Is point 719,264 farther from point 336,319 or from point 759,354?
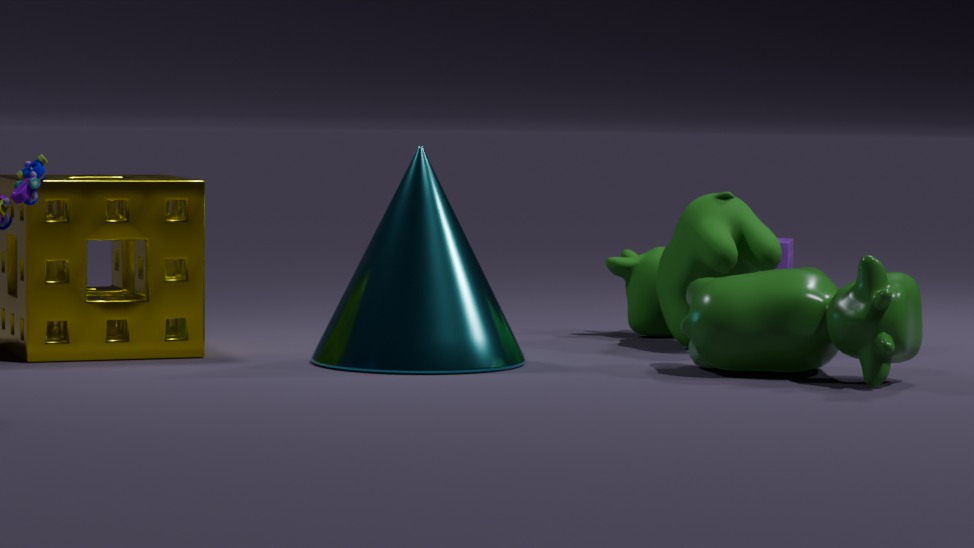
point 336,319
